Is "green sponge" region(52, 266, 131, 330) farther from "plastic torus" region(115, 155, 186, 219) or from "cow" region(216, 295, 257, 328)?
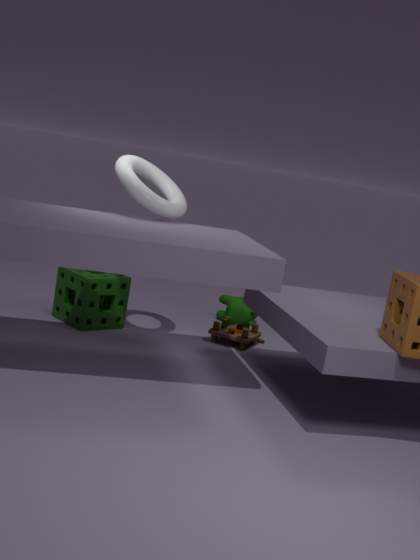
"cow" region(216, 295, 257, 328)
